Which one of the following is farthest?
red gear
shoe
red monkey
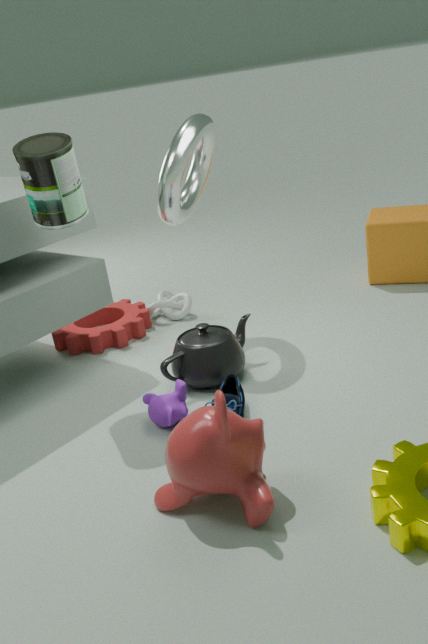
red gear
